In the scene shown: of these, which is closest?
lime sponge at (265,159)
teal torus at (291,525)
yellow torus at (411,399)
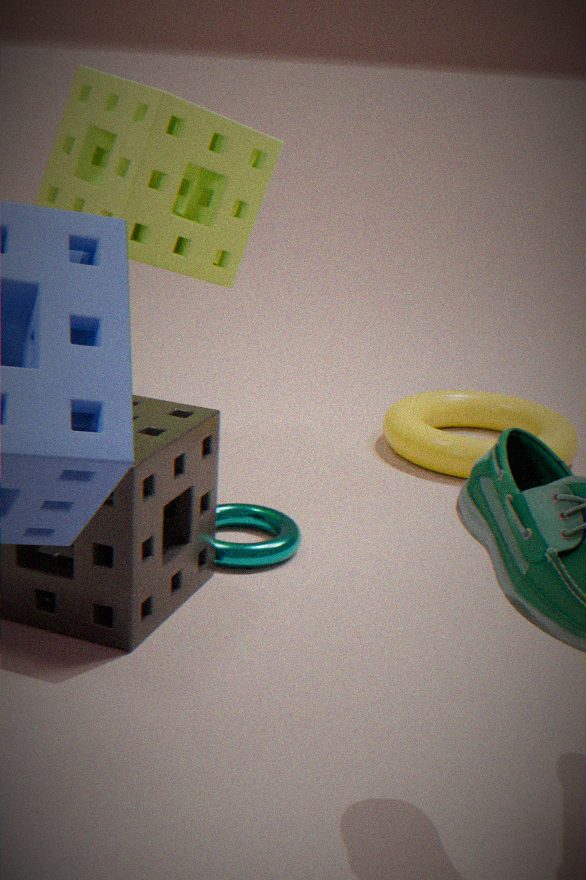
teal torus at (291,525)
